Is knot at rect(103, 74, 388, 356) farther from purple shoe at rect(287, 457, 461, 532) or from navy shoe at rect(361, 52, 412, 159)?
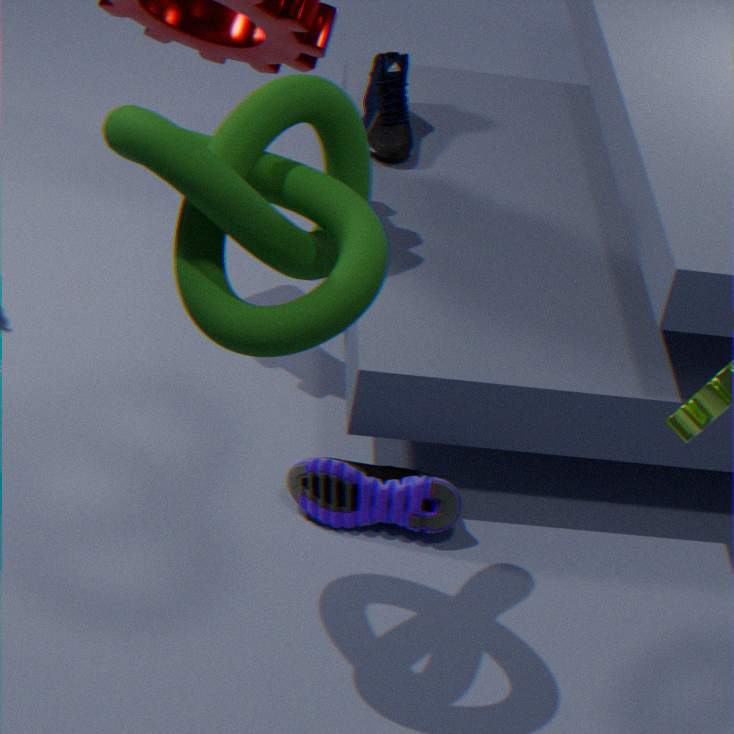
navy shoe at rect(361, 52, 412, 159)
